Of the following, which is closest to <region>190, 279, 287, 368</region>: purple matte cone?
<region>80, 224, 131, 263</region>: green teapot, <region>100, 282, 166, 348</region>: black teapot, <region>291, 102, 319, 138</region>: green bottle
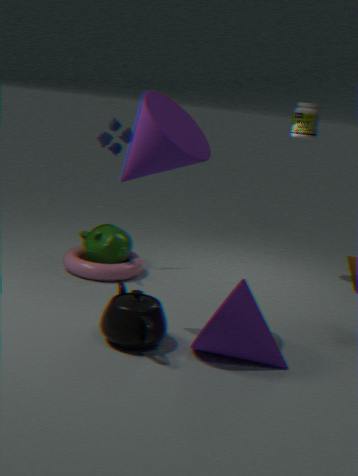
<region>100, 282, 166, 348</region>: black teapot
